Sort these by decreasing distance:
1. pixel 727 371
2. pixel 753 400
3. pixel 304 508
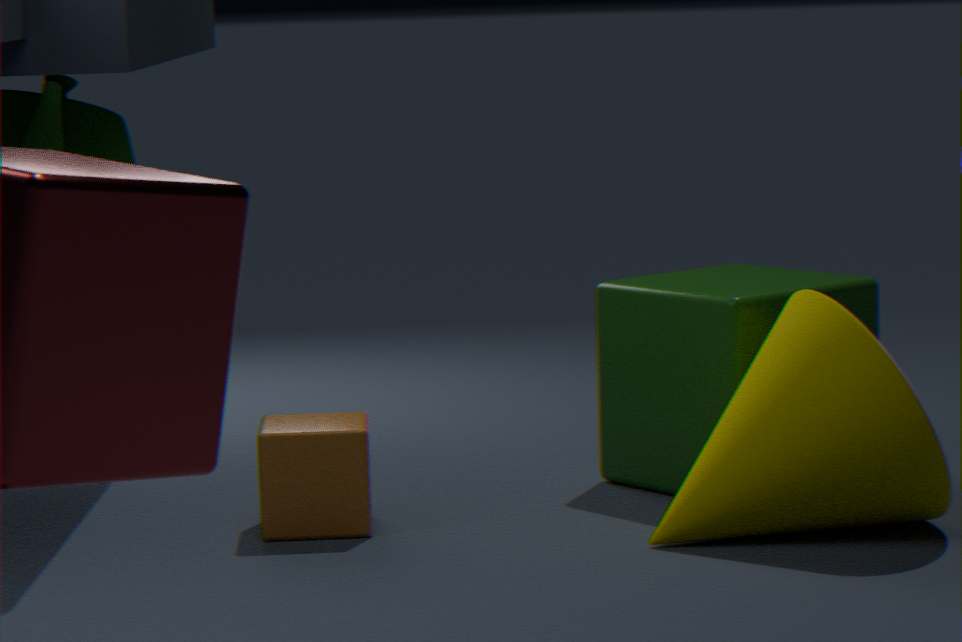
pixel 727 371 < pixel 304 508 < pixel 753 400
